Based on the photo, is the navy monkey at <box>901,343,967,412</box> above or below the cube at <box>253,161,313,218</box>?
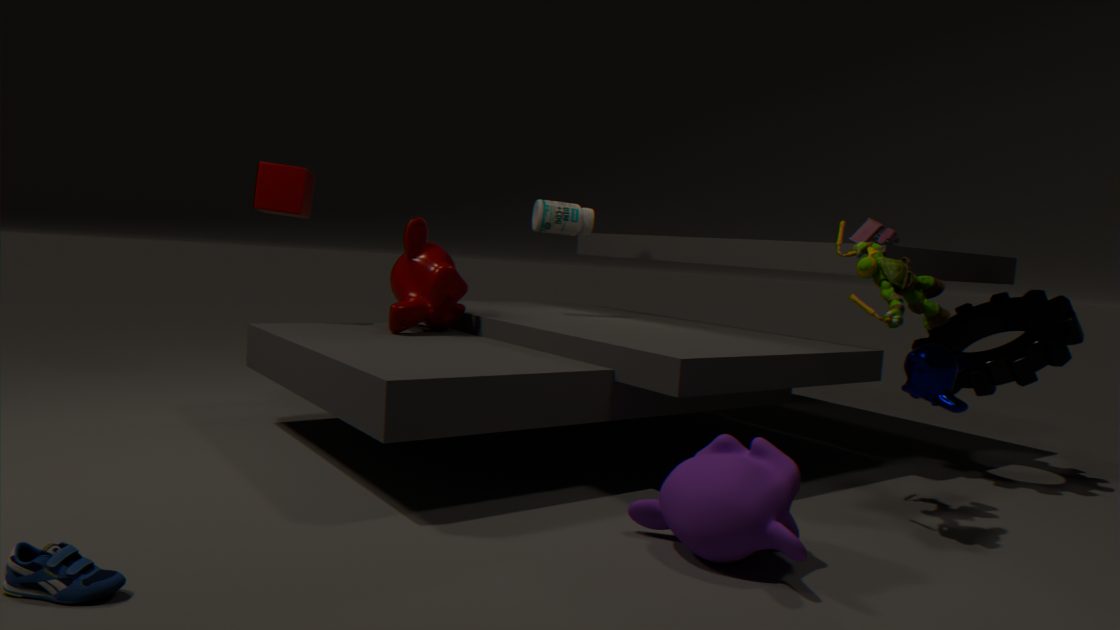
below
